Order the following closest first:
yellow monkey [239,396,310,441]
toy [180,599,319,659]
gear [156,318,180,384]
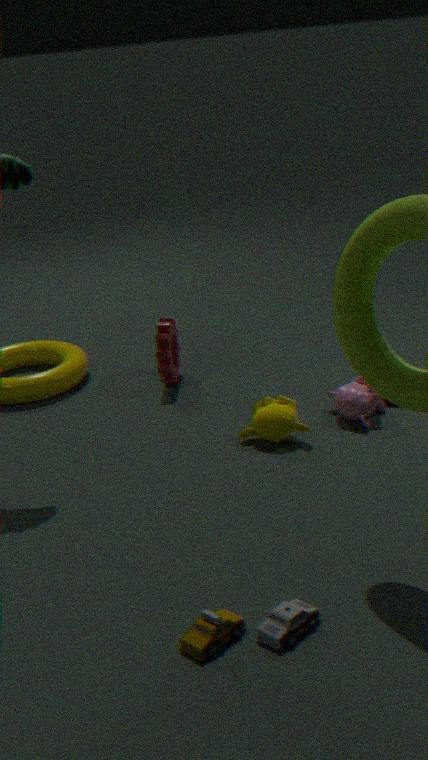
toy [180,599,319,659]
yellow monkey [239,396,310,441]
gear [156,318,180,384]
